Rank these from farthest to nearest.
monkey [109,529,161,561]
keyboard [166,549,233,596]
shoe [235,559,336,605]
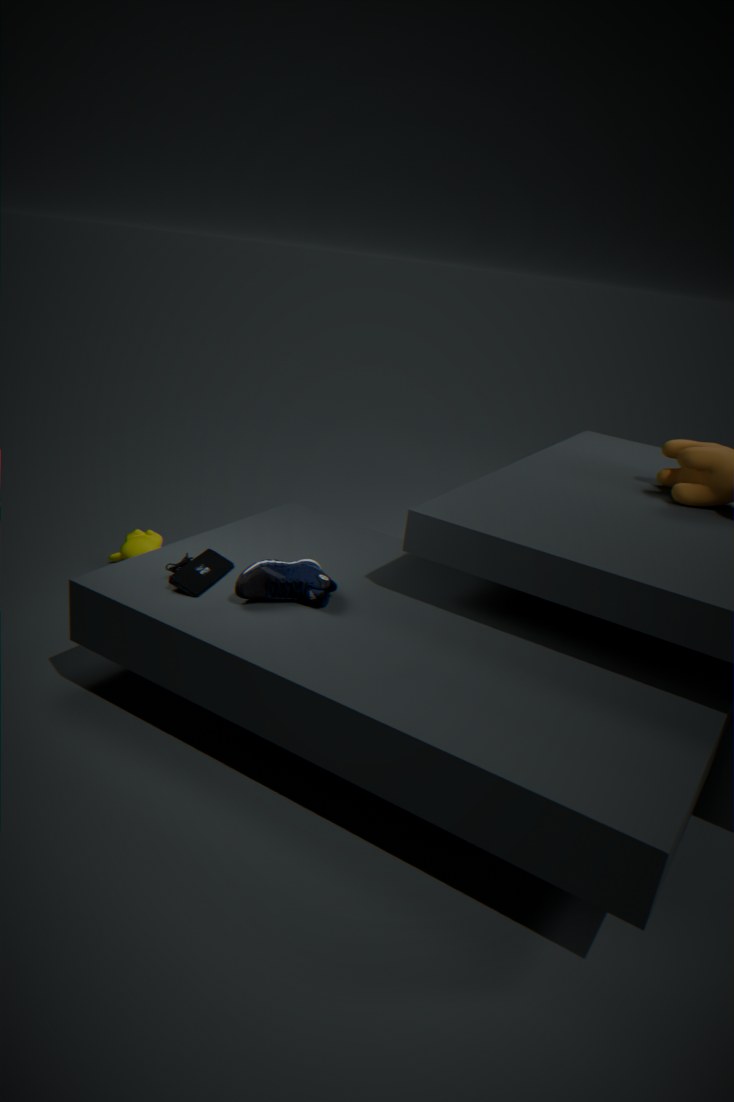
monkey [109,529,161,561], keyboard [166,549,233,596], shoe [235,559,336,605]
